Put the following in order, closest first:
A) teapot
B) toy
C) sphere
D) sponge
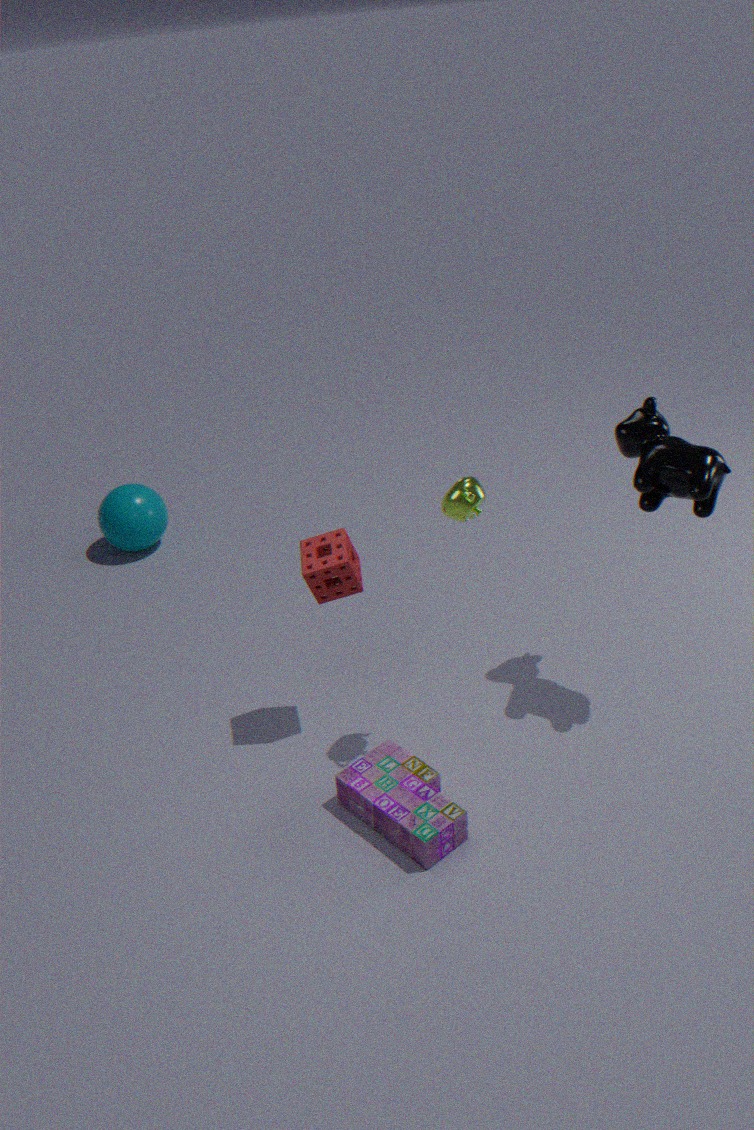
teapot → toy → sponge → sphere
